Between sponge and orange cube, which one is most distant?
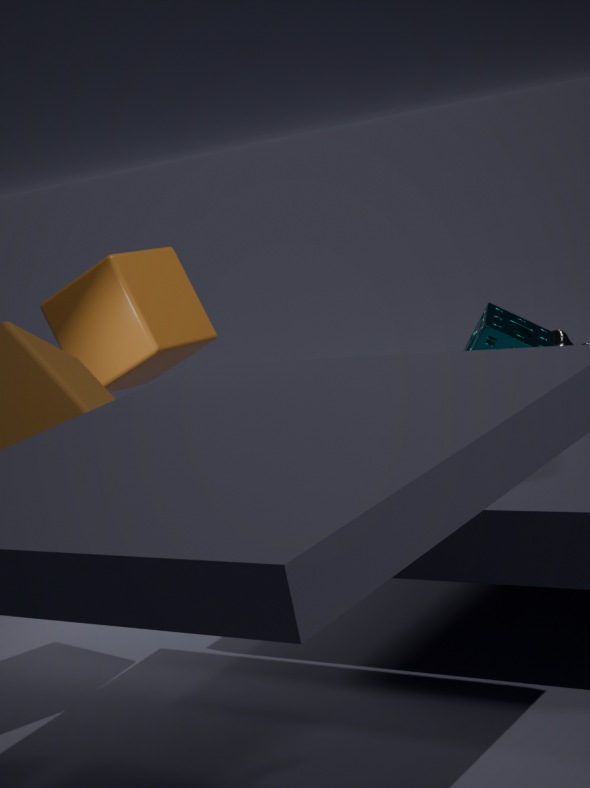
orange cube
